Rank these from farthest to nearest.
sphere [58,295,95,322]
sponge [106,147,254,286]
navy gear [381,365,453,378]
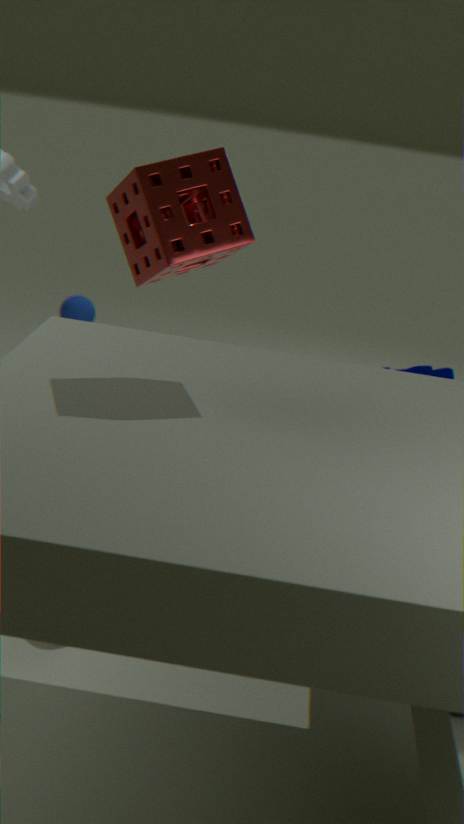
sphere [58,295,95,322]
navy gear [381,365,453,378]
sponge [106,147,254,286]
